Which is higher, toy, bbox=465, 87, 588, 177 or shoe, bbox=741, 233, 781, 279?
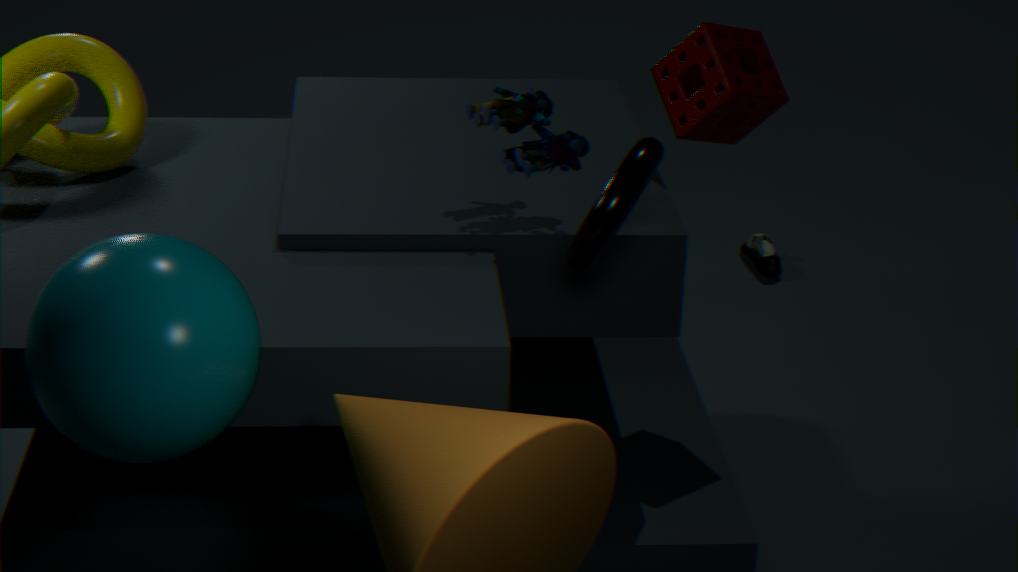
toy, bbox=465, 87, 588, 177
